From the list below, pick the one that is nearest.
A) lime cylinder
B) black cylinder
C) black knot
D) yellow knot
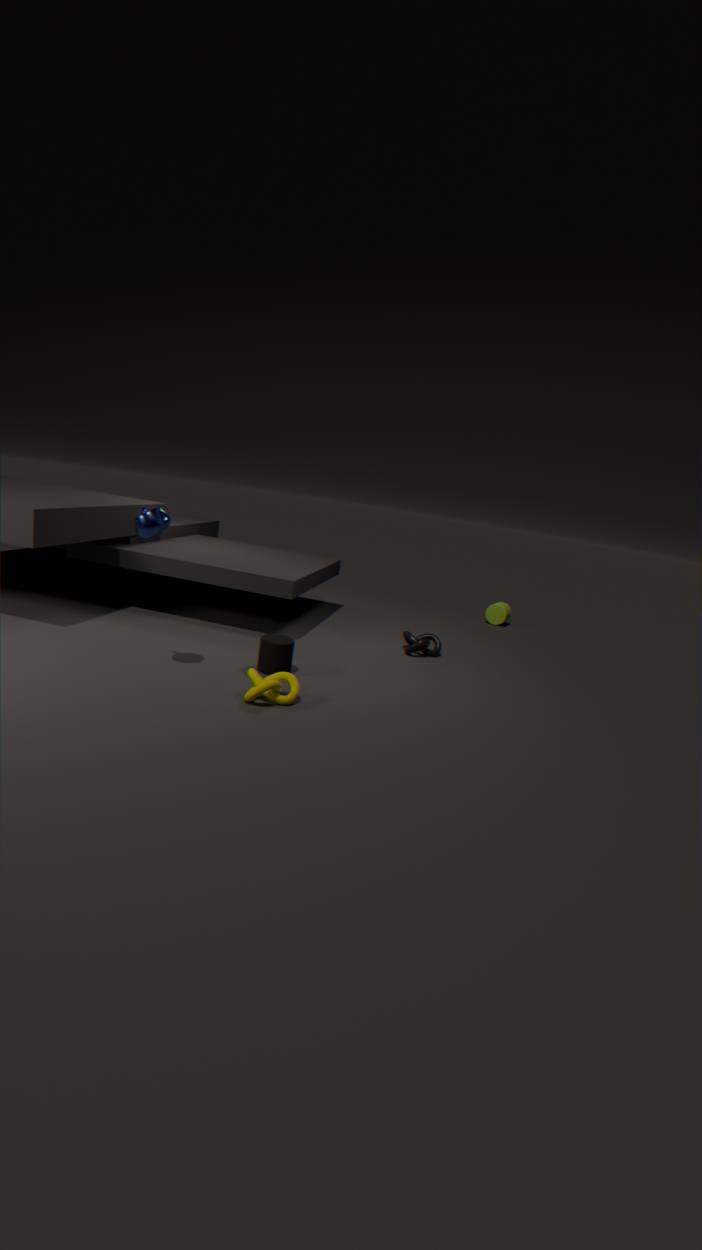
yellow knot
